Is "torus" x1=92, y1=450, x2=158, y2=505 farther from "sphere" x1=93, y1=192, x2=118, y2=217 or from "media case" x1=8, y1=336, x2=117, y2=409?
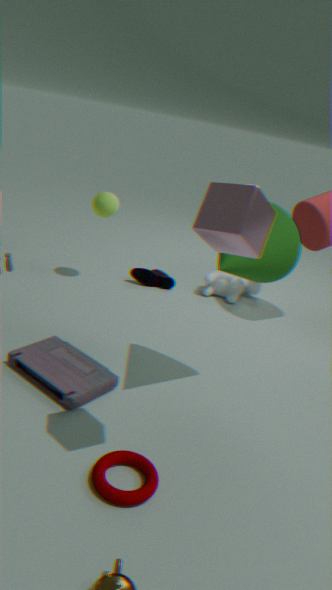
"sphere" x1=93, y1=192, x2=118, y2=217
